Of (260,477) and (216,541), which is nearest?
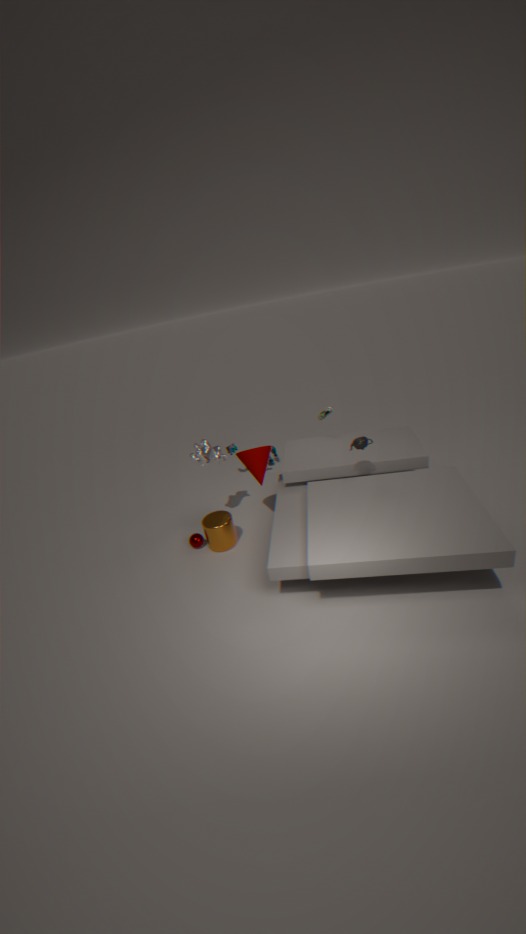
(260,477)
